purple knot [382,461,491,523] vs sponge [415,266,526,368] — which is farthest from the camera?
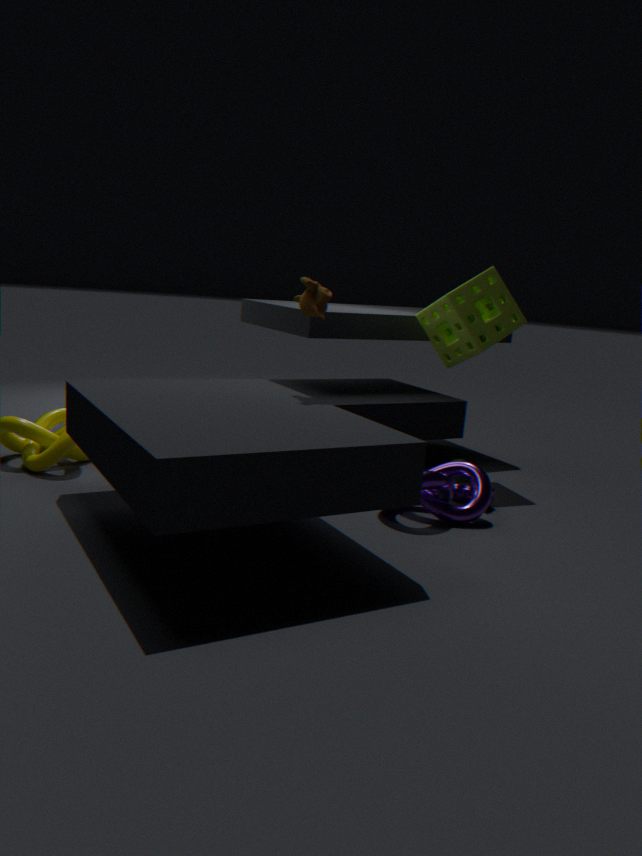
sponge [415,266,526,368]
